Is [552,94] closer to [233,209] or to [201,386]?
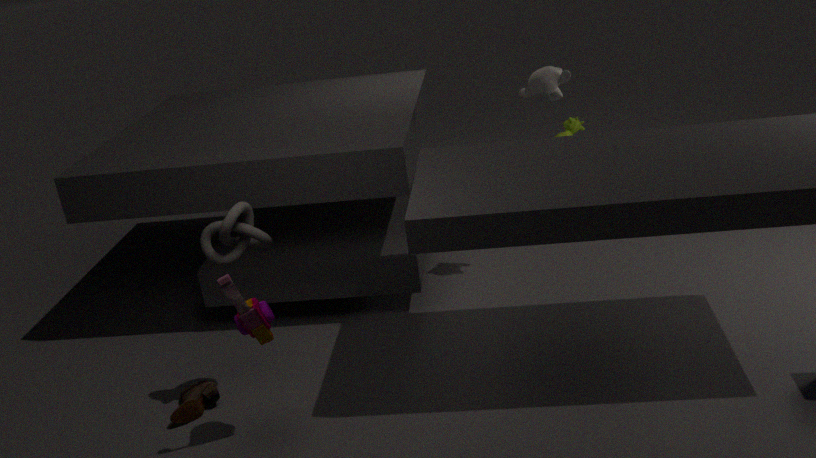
[233,209]
